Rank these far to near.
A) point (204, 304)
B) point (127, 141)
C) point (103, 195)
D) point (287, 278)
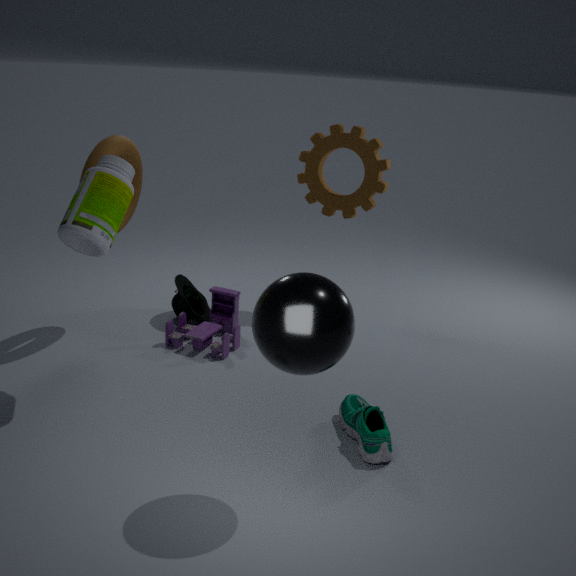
point (204, 304) → point (127, 141) → point (103, 195) → point (287, 278)
